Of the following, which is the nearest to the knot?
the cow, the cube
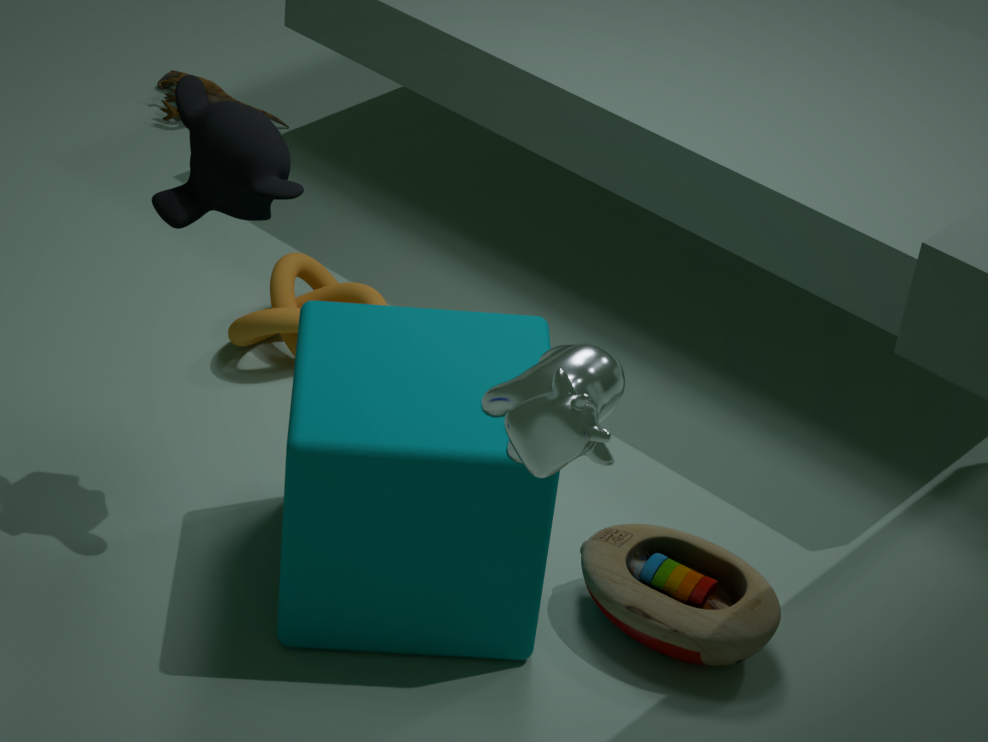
the cube
